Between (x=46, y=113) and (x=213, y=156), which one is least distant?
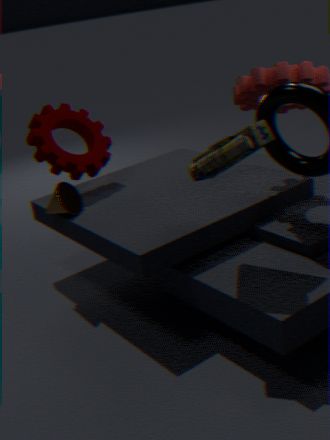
(x=213, y=156)
